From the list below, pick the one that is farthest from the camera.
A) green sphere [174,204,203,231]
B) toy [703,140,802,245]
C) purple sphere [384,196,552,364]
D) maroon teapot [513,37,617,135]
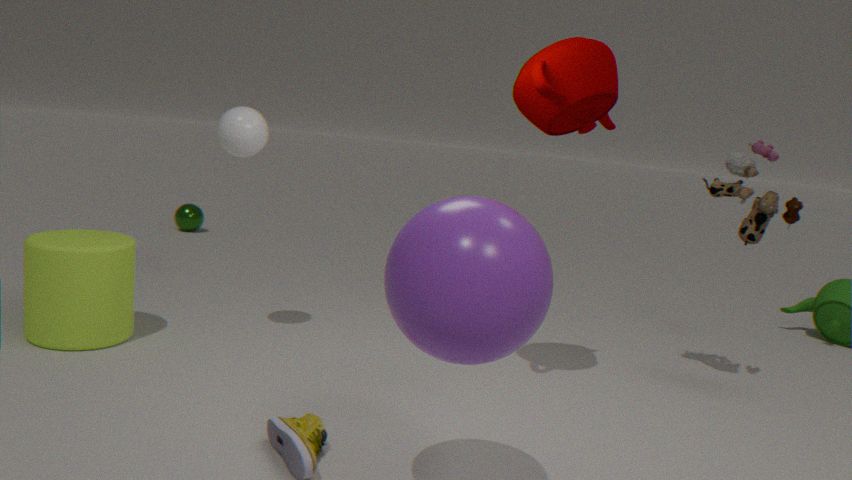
green sphere [174,204,203,231]
